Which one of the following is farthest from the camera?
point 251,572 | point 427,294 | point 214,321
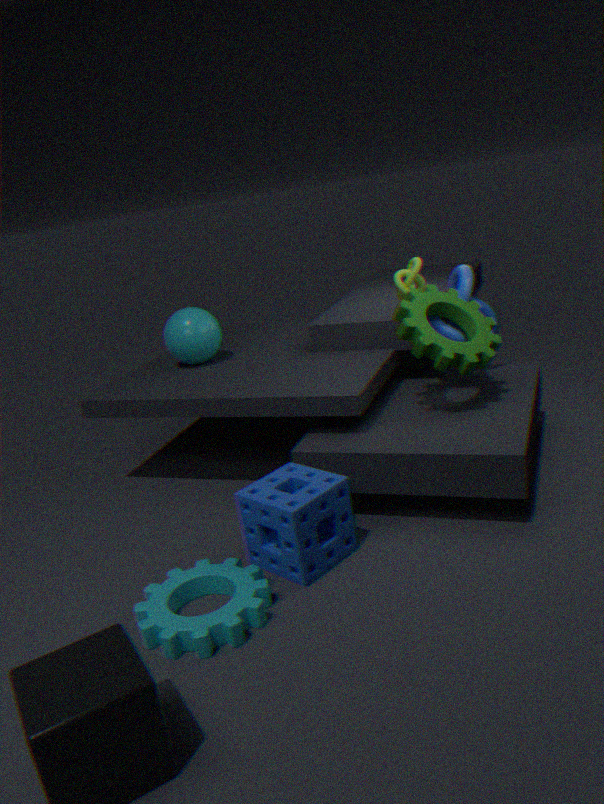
point 214,321
